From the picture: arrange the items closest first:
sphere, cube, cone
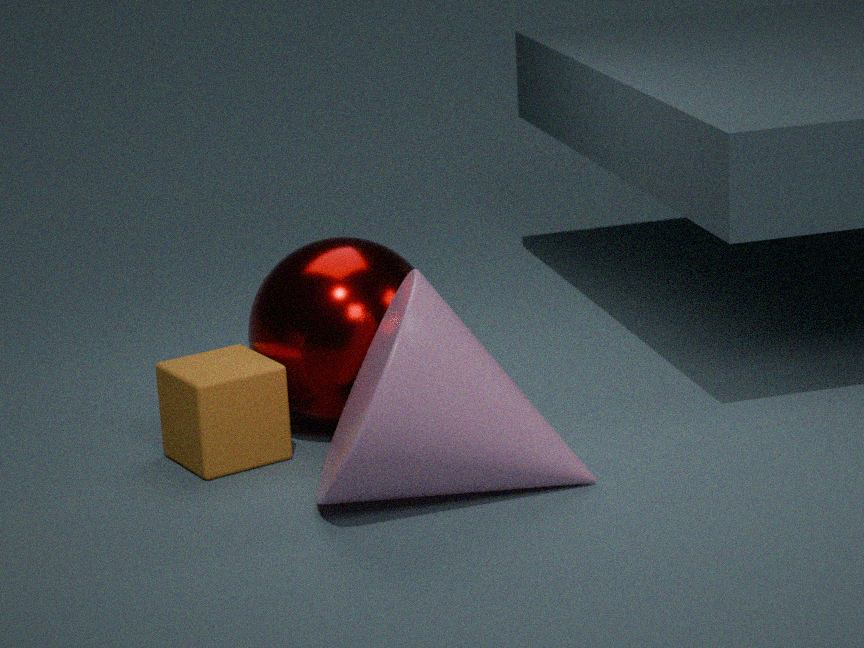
cone
cube
sphere
